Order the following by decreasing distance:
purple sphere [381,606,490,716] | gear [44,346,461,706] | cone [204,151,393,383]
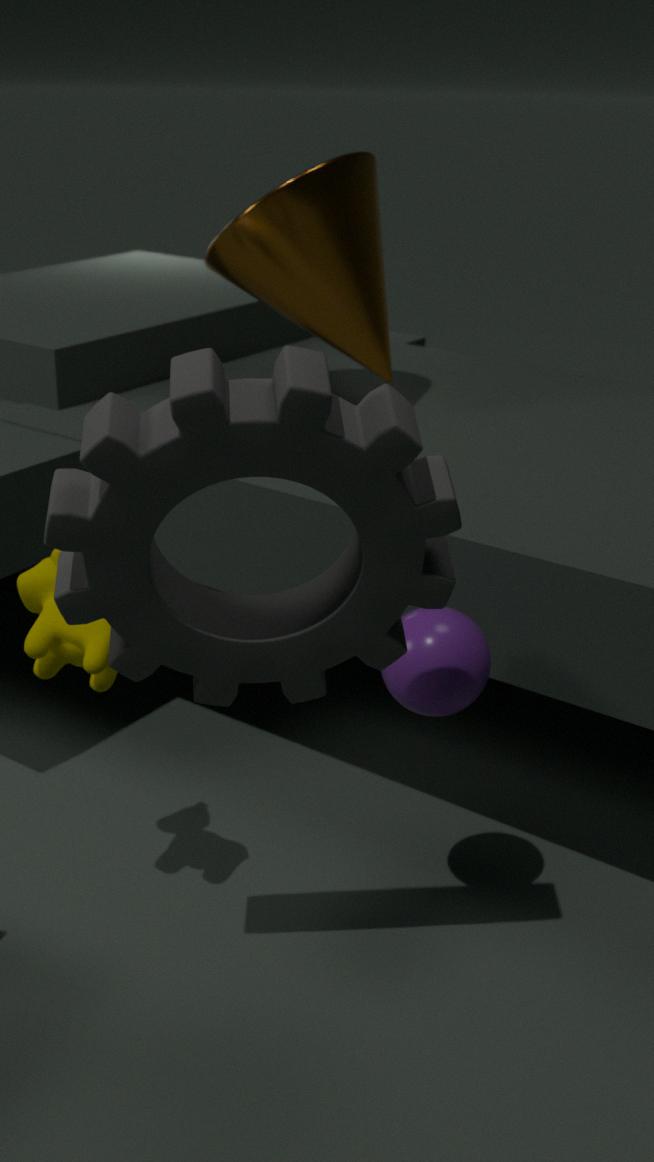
cone [204,151,393,383] < purple sphere [381,606,490,716] < gear [44,346,461,706]
